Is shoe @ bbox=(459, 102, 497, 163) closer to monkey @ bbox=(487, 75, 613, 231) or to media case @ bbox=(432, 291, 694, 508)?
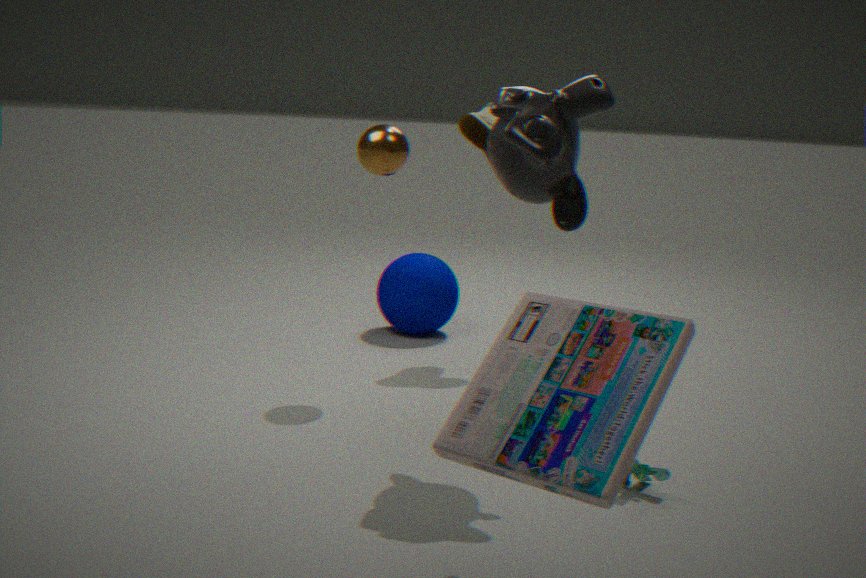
monkey @ bbox=(487, 75, 613, 231)
